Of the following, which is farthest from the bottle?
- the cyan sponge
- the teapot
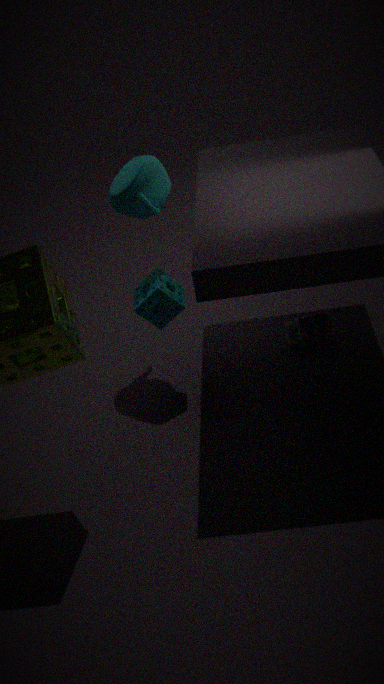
the teapot
